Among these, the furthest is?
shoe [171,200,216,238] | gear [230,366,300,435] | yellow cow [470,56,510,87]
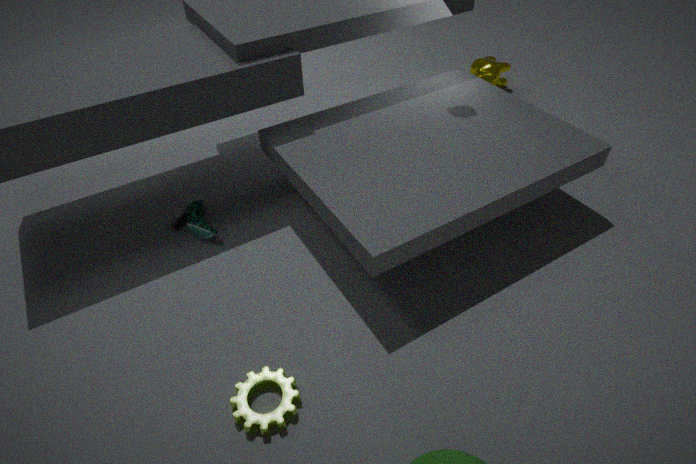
yellow cow [470,56,510,87]
